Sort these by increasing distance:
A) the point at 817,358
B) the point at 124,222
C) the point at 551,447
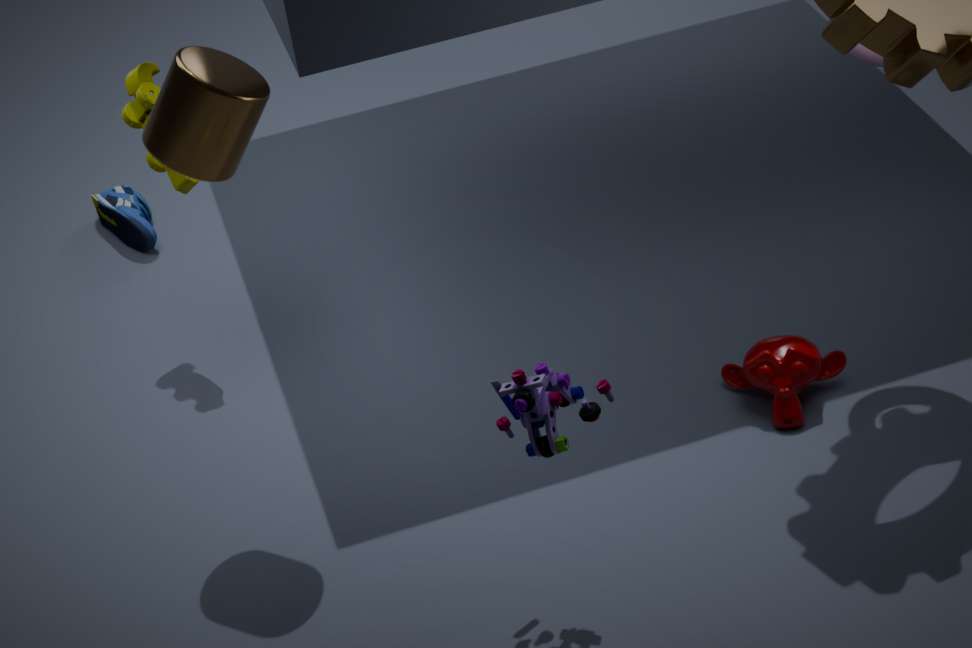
1. the point at 551,447
2. the point at 817,358
3. the point at 124,222
